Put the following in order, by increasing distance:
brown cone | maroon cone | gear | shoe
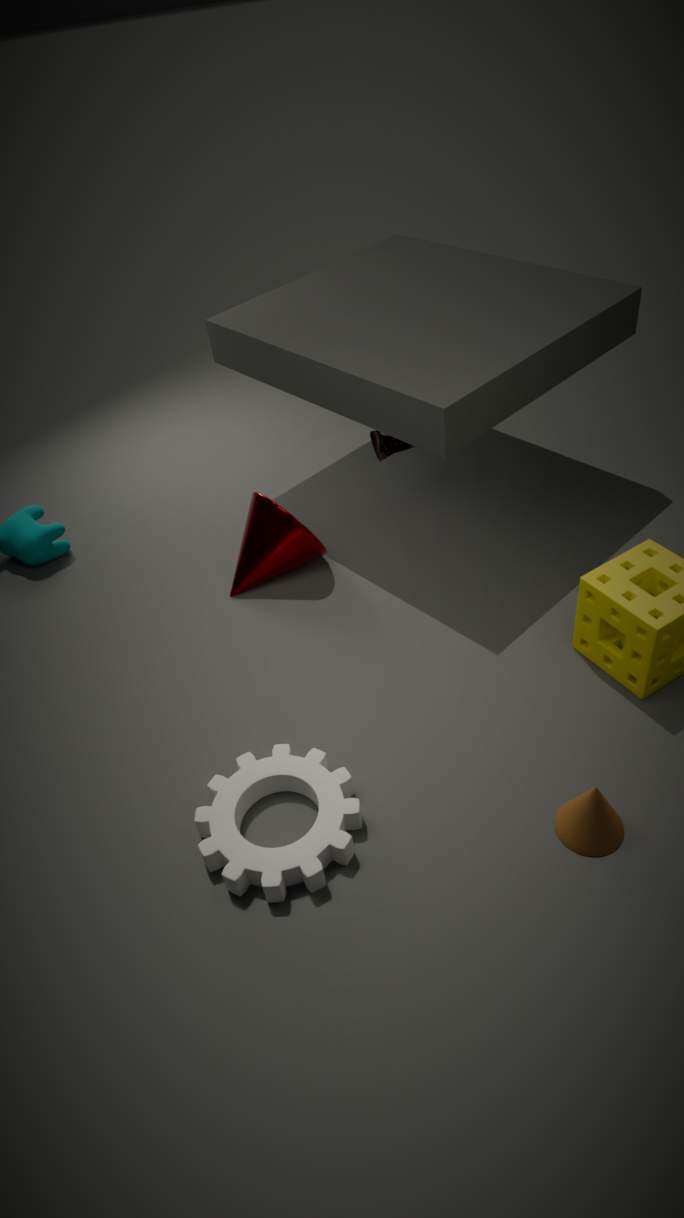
brown cone, gear, maroon cone, shoe
